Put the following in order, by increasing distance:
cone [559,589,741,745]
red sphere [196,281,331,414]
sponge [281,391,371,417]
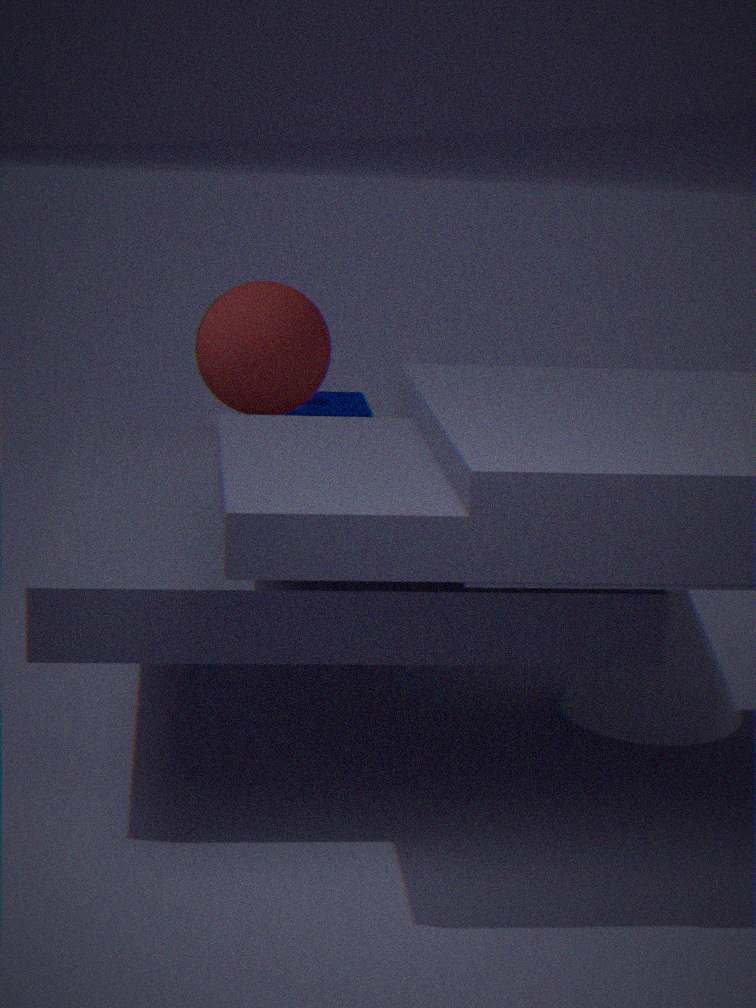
cone [559,589,741,745] → red sphere [196,281,331,414] → sponge [281,391,371,417]
